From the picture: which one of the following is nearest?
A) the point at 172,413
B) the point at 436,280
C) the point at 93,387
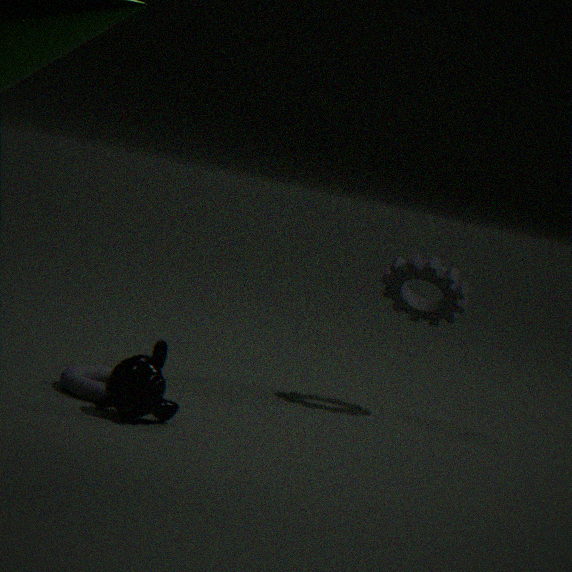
A. the point at 172,413
